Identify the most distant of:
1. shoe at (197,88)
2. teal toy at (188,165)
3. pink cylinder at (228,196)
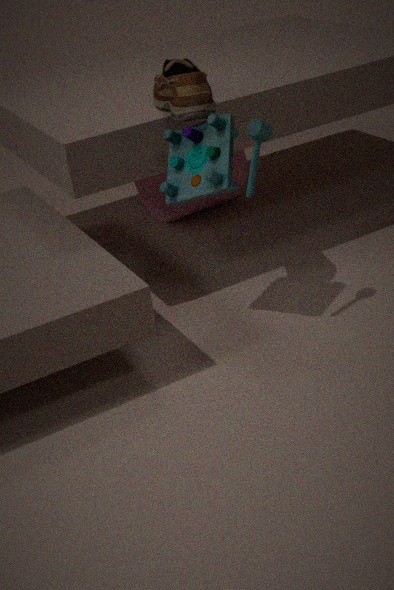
pink cylinder at (228,196)
